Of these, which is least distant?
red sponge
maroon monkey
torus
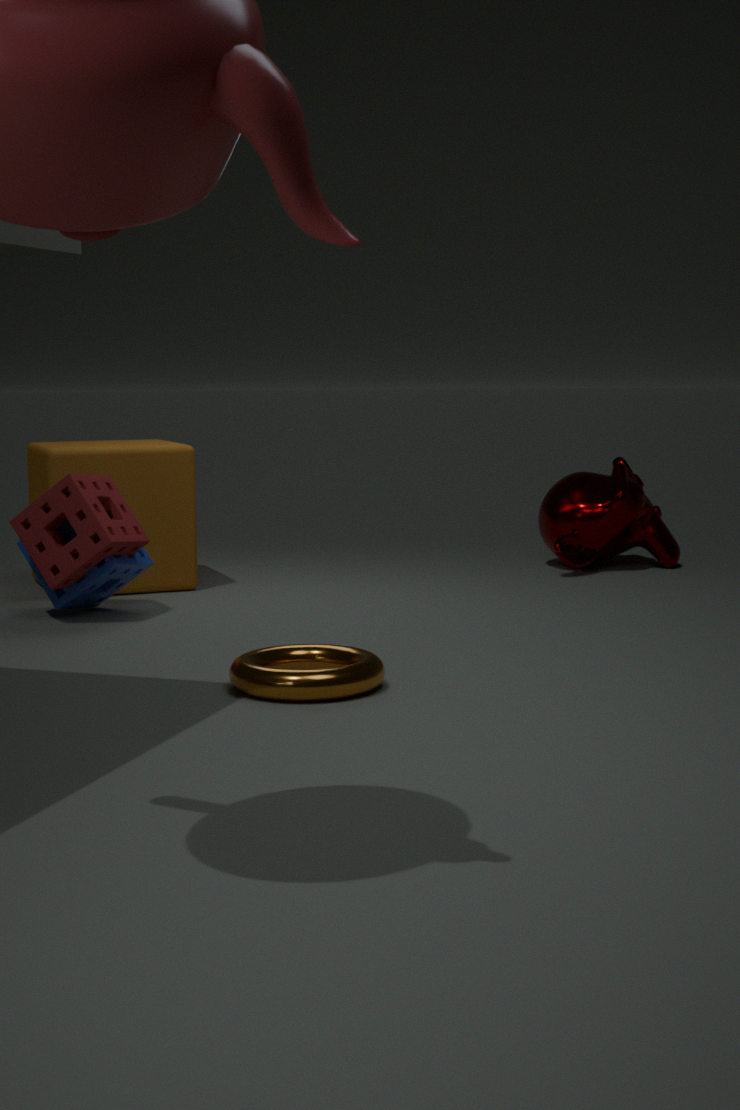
torus
